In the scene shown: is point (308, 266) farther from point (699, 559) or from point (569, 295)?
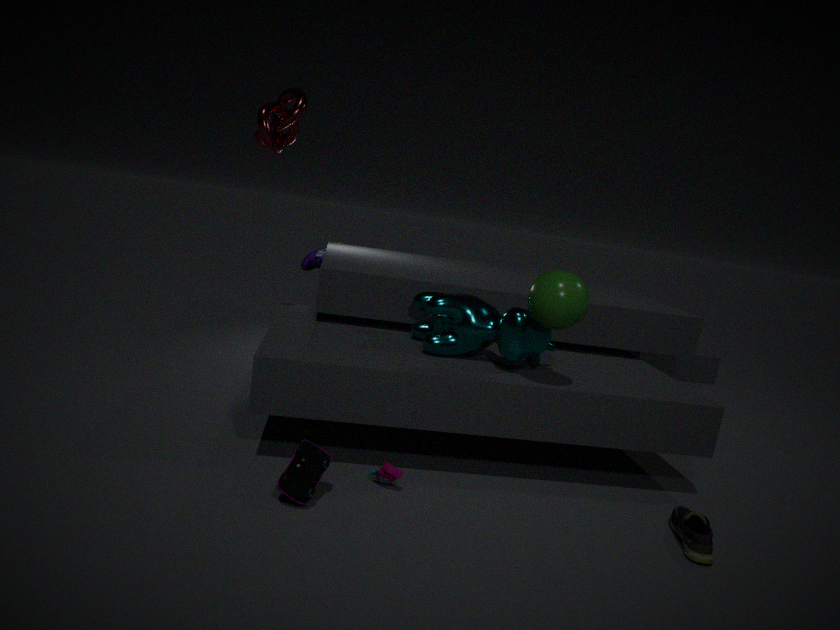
point (699, 559)
